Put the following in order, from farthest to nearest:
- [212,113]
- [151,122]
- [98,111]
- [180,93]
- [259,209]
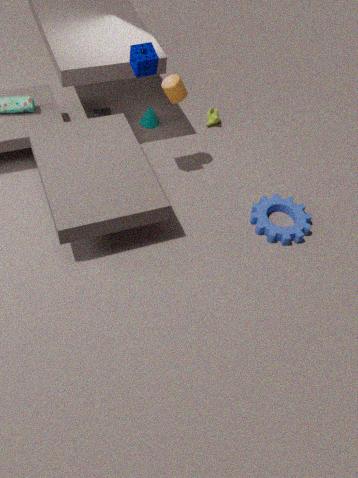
[212,113] → [151,122] → [98,111] → [259,209] → [180,93]
